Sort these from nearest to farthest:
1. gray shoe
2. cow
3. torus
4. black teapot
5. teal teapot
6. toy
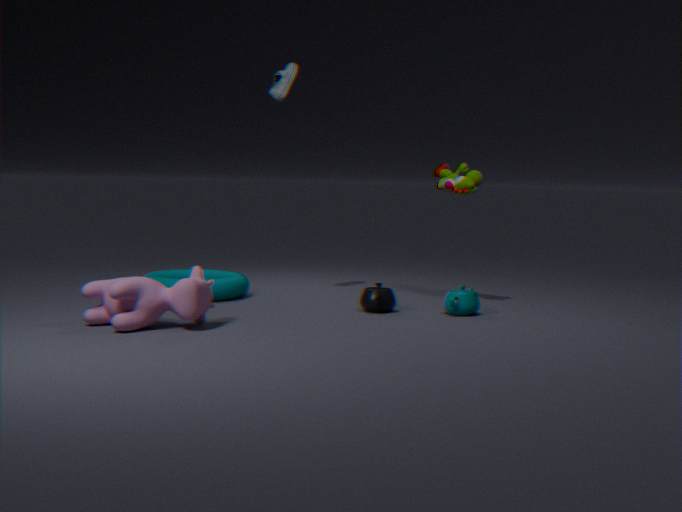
cow < teal teapot < black teapot < torus < toy < gray shoe
